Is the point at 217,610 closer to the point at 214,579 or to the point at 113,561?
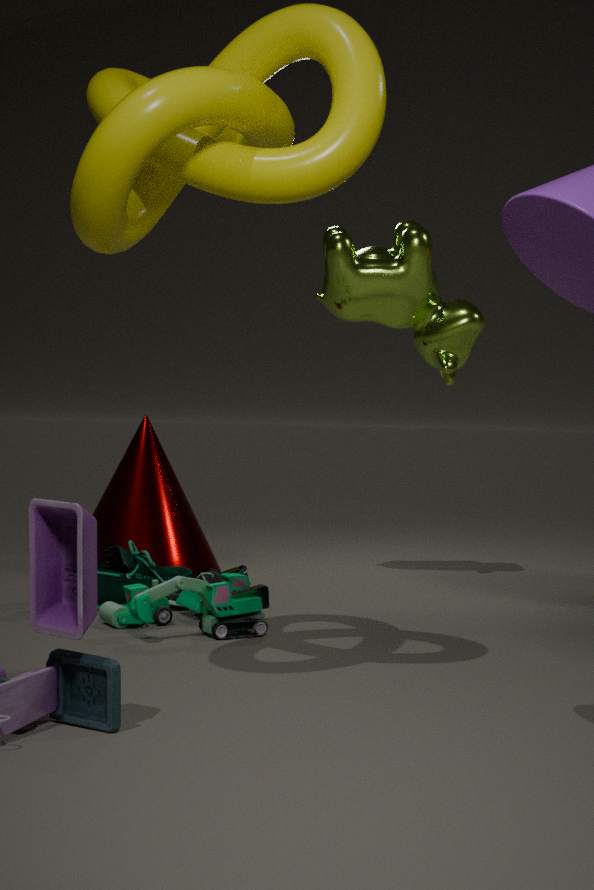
the point at 214,579
